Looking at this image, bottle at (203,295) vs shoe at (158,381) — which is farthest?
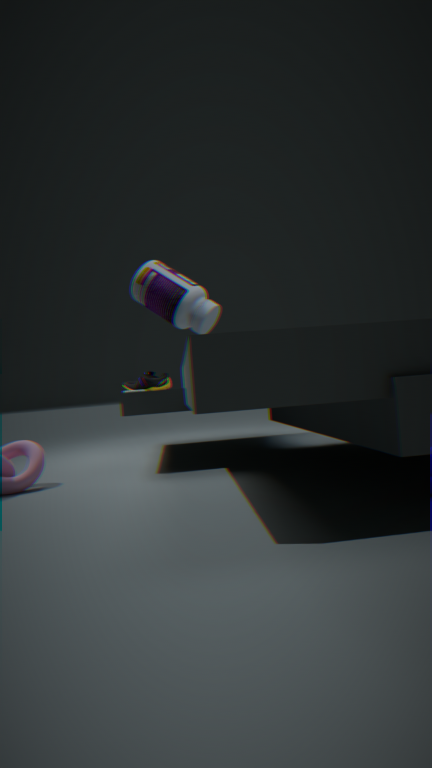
shoe at (158,381)
